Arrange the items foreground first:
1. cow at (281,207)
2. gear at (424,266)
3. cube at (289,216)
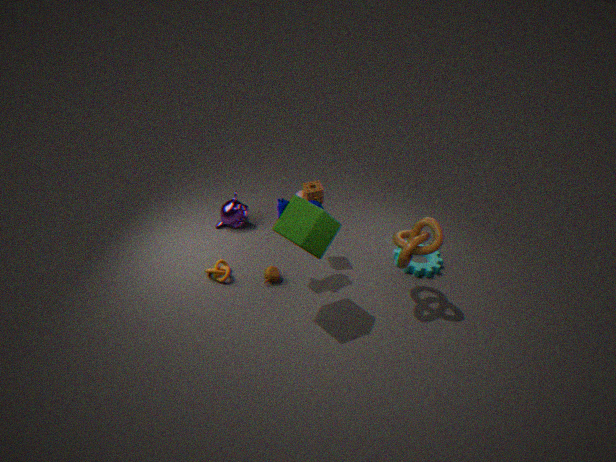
1. cube at (289,216)
2. cow at (281,207)
3. gear at (424,266)
